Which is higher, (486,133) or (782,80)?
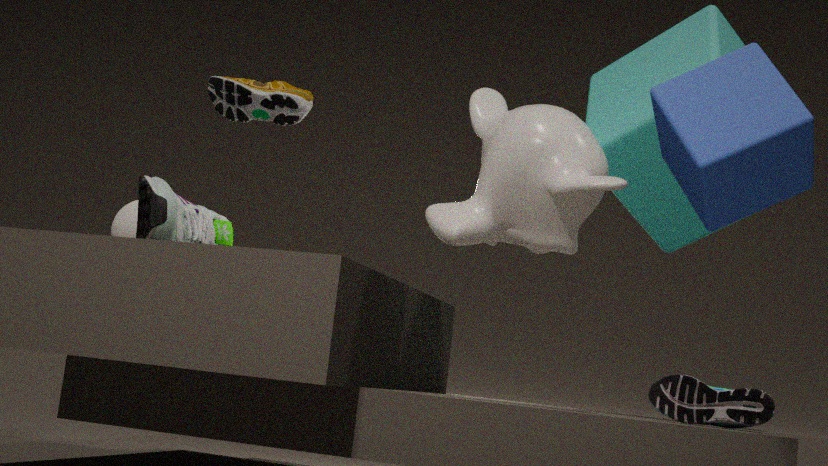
(486,133)
